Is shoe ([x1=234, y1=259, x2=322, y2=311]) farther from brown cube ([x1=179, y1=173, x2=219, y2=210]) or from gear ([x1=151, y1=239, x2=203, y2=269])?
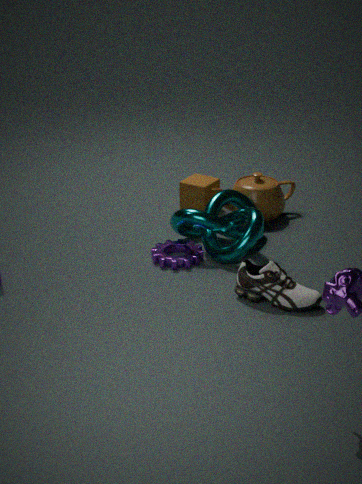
brown cube ([x1=179, y1=173, x2=219, y2=210])
